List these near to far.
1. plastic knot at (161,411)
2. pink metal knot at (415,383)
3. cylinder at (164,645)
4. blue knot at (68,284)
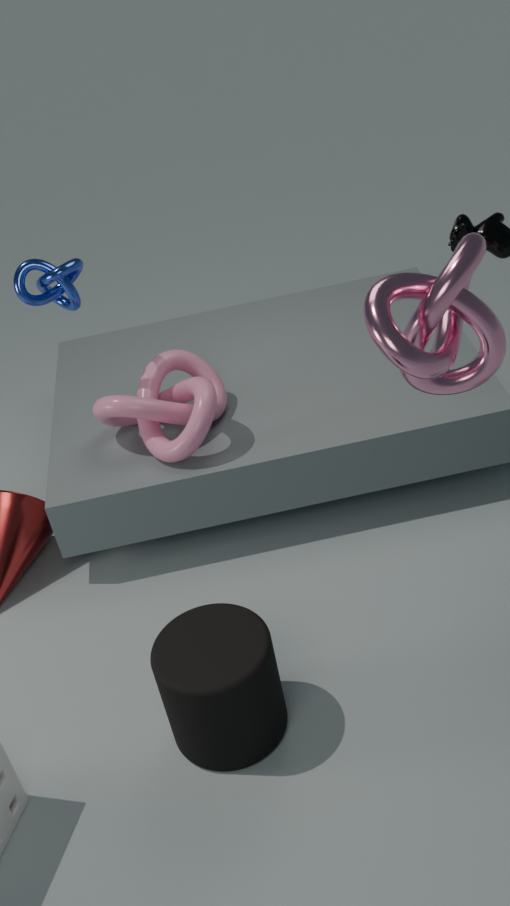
cylinder at (164,645)
pink metal knot at (415,383)
blue knot at (68,284)
plastic knot at (161,411)
